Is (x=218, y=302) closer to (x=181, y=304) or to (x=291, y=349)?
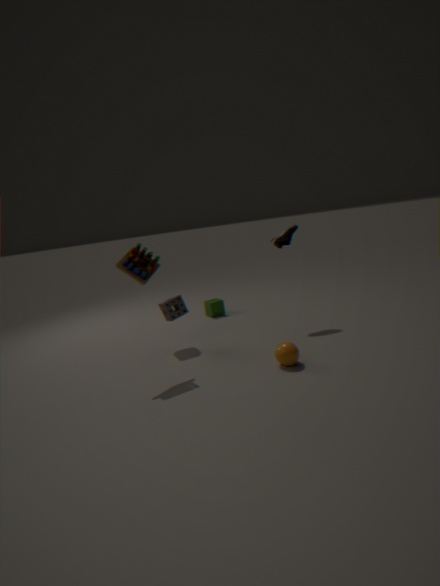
(x=181, y=304)
